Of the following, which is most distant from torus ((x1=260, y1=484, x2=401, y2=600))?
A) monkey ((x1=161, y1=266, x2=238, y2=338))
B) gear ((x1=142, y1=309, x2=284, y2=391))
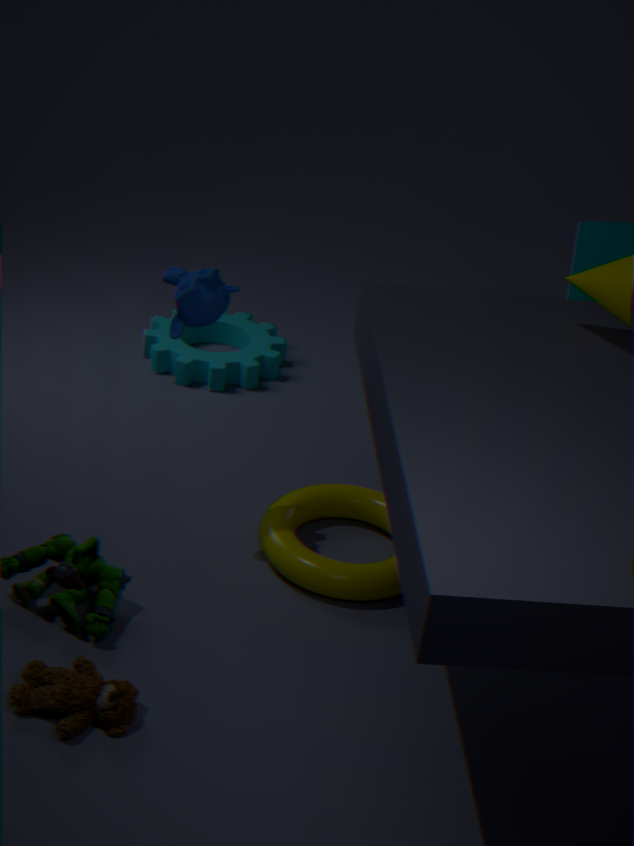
gear ((x1=142, y1=309, x2=284, y2=391))
